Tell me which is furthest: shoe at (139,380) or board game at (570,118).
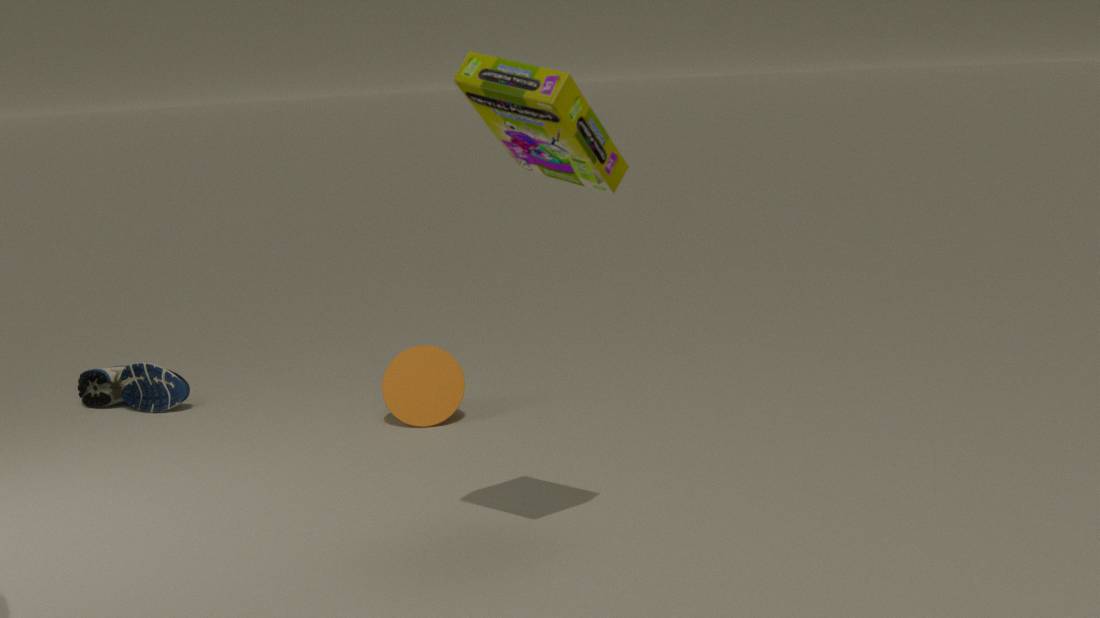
shoe at (139,380)
